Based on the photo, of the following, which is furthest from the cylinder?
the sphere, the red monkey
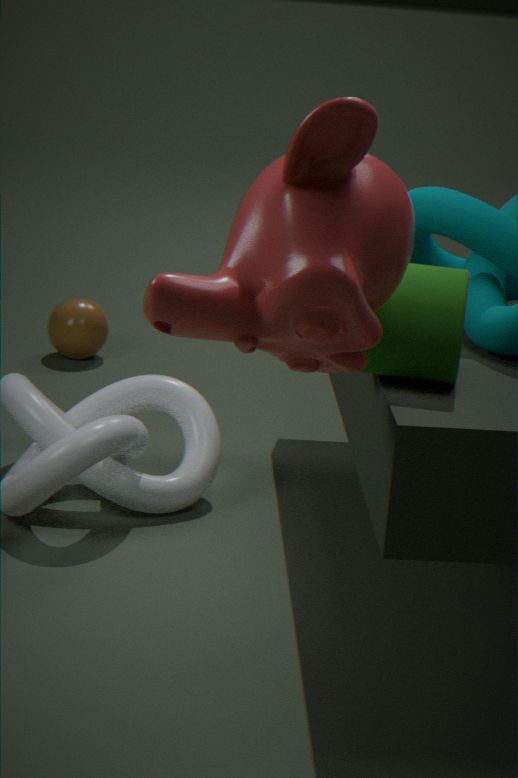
the sphere
